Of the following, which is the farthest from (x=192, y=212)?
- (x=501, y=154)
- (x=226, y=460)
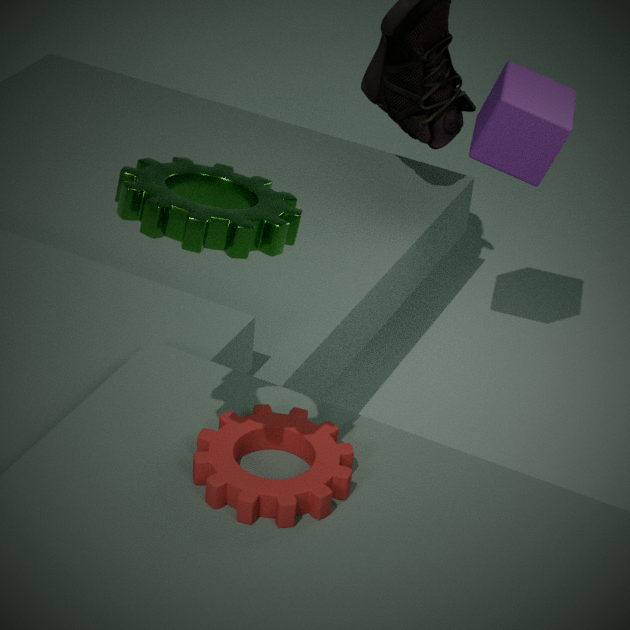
(x=501, y=154)
